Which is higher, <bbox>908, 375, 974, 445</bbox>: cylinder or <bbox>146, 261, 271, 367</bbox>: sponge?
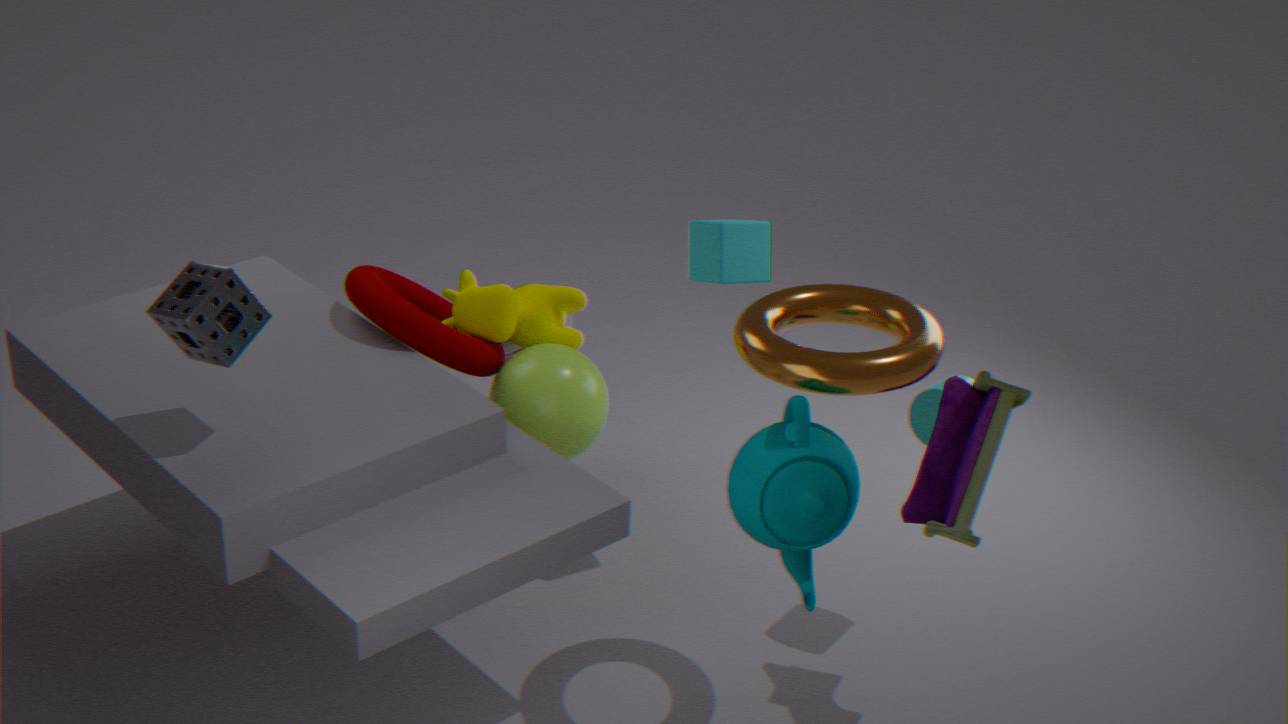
<bbox>146, 261, 271, 367</bbox>: sponge
